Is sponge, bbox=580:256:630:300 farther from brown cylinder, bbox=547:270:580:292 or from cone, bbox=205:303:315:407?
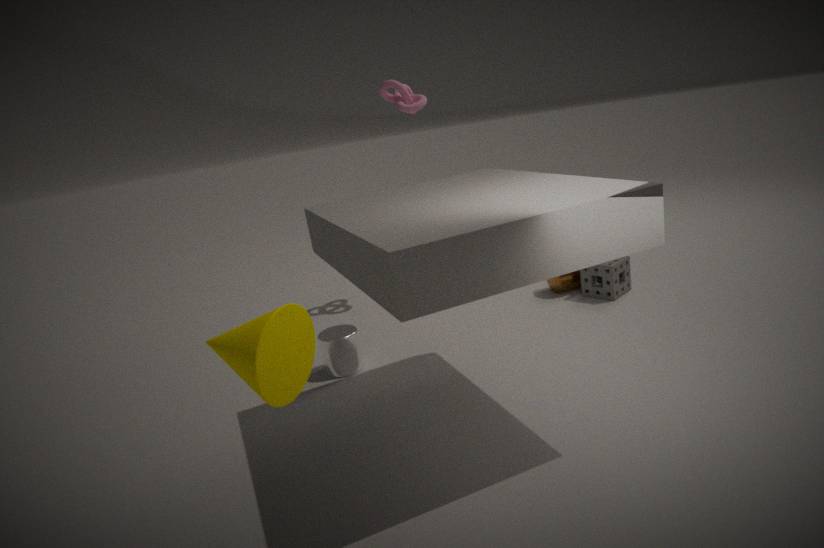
cone, bbox=205:303:315:407
